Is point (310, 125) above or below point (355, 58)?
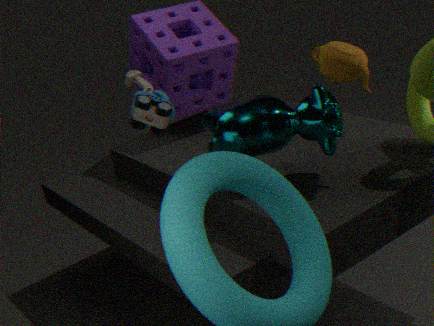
below
